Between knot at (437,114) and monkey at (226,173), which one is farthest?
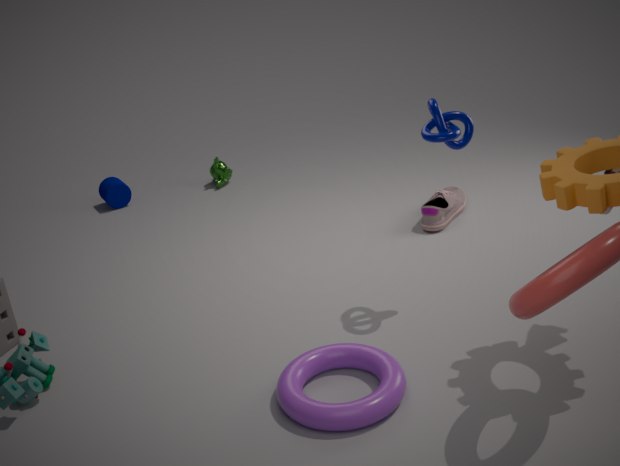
monkey at (226,173)
